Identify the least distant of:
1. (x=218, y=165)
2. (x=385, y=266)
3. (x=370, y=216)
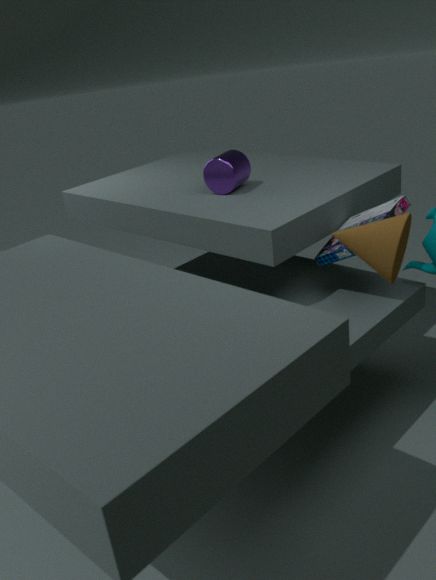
(x=385, y=266)
